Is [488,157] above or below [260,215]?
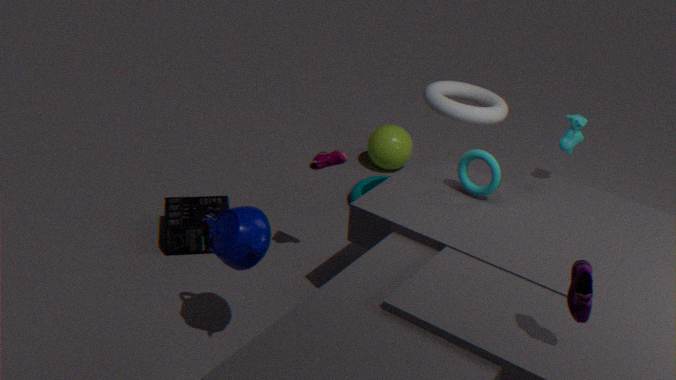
above
